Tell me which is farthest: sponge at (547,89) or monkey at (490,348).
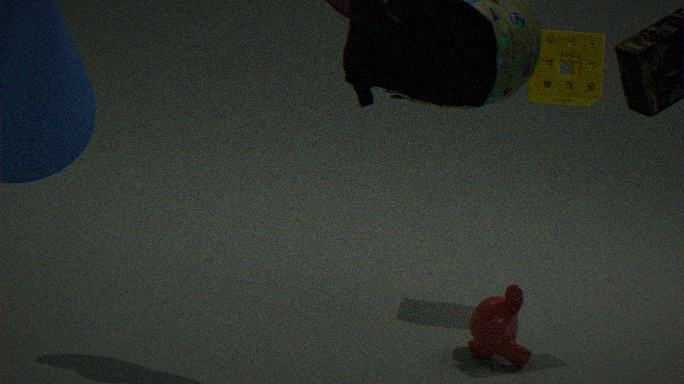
sponge at (547,89)
